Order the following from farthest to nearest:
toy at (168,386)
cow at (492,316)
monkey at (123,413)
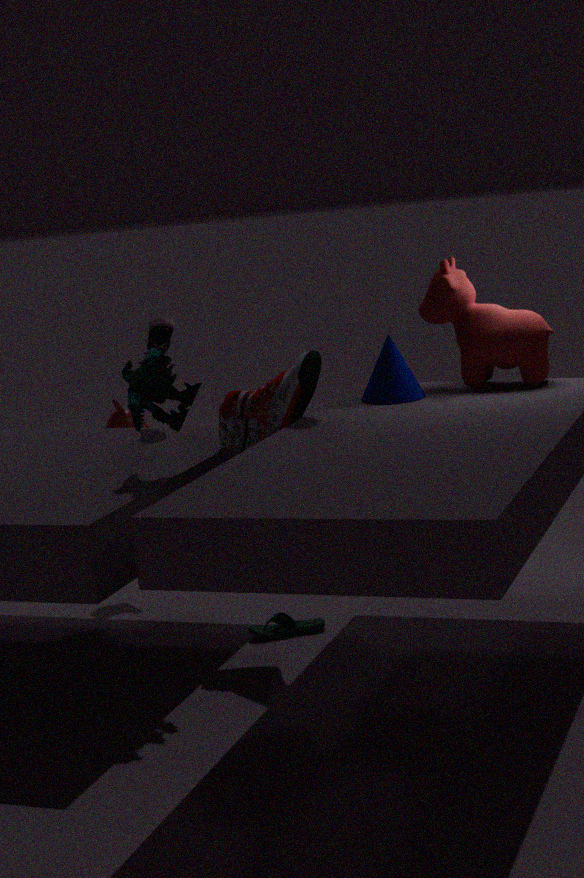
1. monkey at (123,413)
2. cow at (492,316)
3. toy at (168,386)
